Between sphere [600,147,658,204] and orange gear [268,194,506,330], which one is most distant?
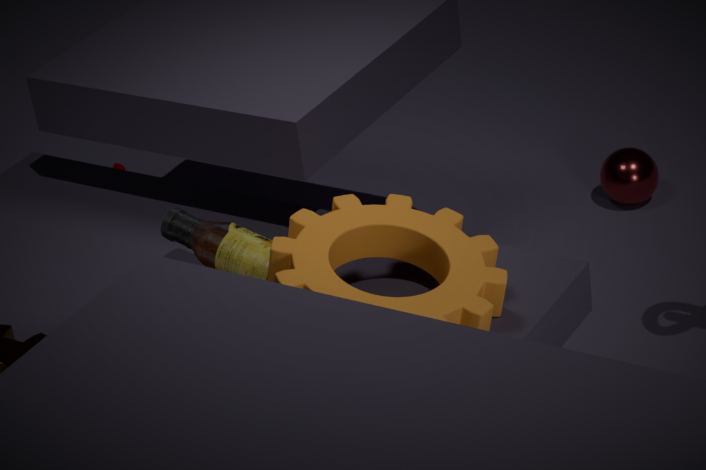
sphere [600,147,658,204]
